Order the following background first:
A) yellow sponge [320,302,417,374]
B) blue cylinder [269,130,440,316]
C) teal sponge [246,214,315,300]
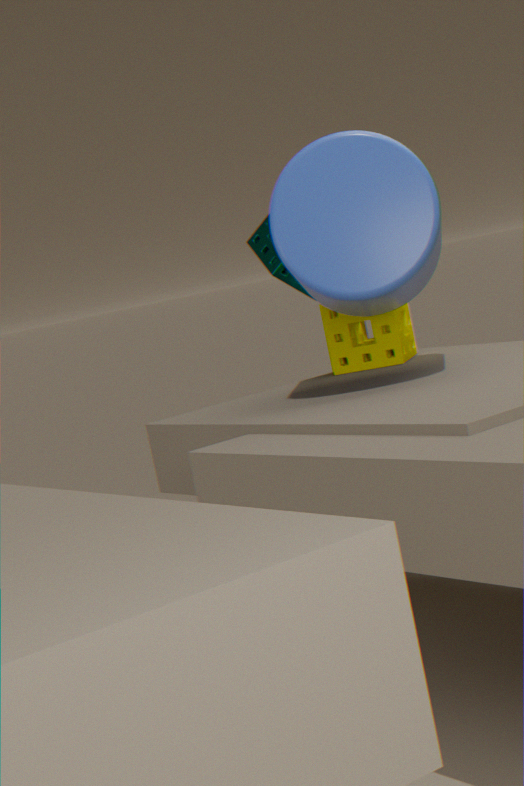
teal sponge [246,214,315,300], yellow sponge [320,302,417,374], blue cylinder [269,130,440,316]
